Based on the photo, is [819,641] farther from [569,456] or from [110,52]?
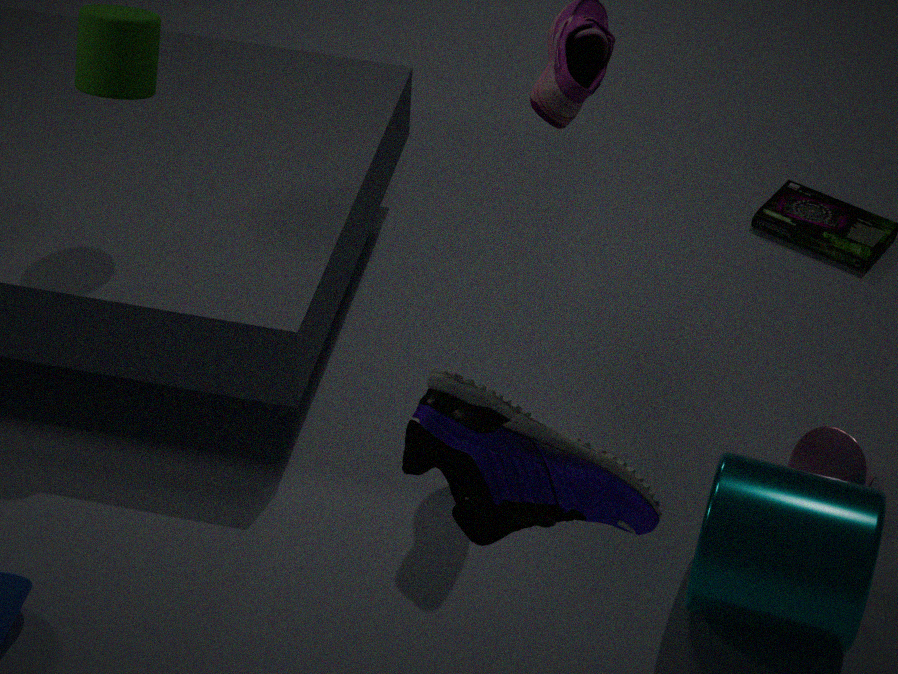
[110,52]
